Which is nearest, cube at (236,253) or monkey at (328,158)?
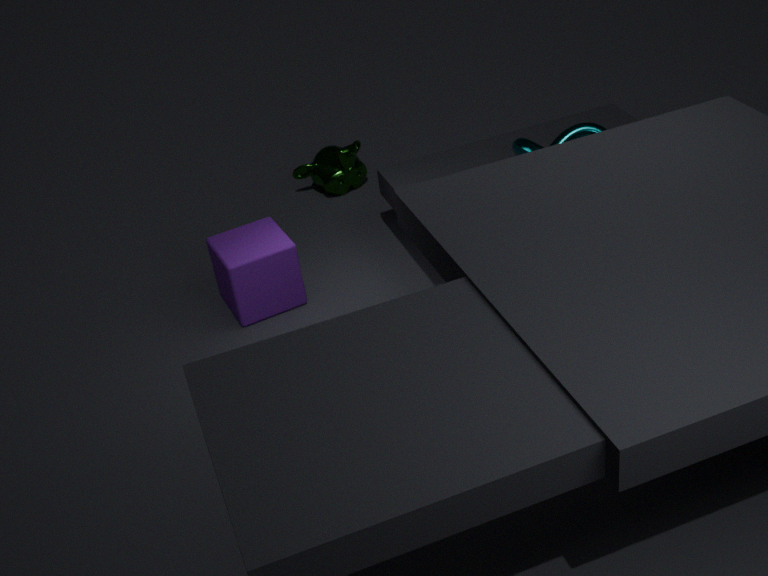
cube at (236,253)
